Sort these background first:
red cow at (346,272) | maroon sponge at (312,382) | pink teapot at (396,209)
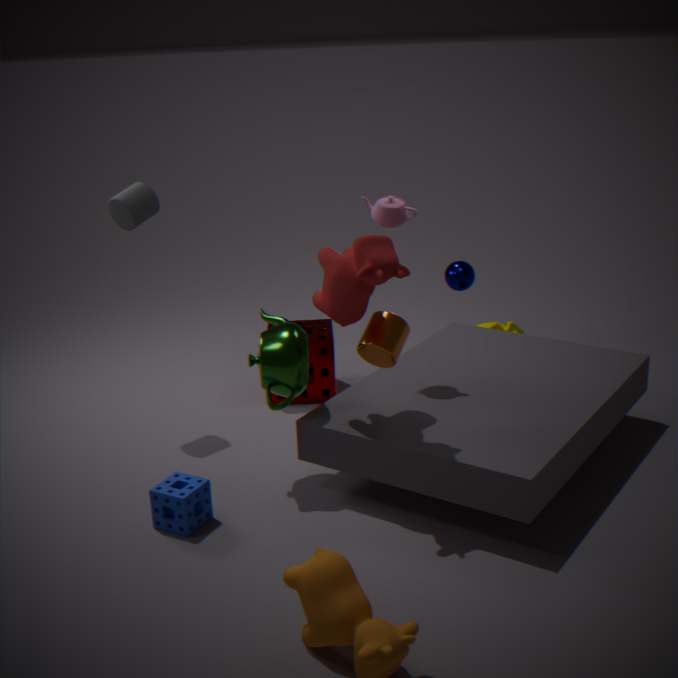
maroon sponge at (312,382) → pink teapot at (396,209) → red cow at (346,272)
